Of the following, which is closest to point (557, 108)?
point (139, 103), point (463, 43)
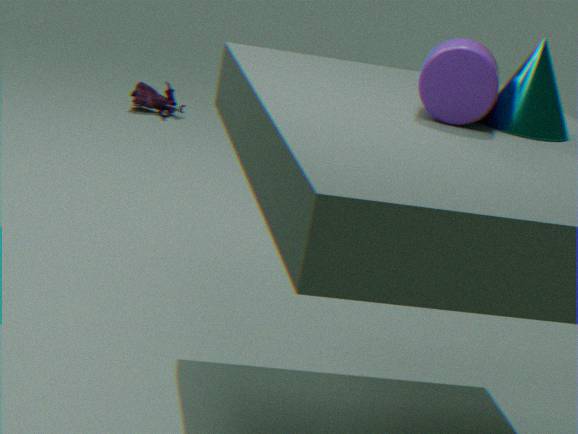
point (463, 43)
